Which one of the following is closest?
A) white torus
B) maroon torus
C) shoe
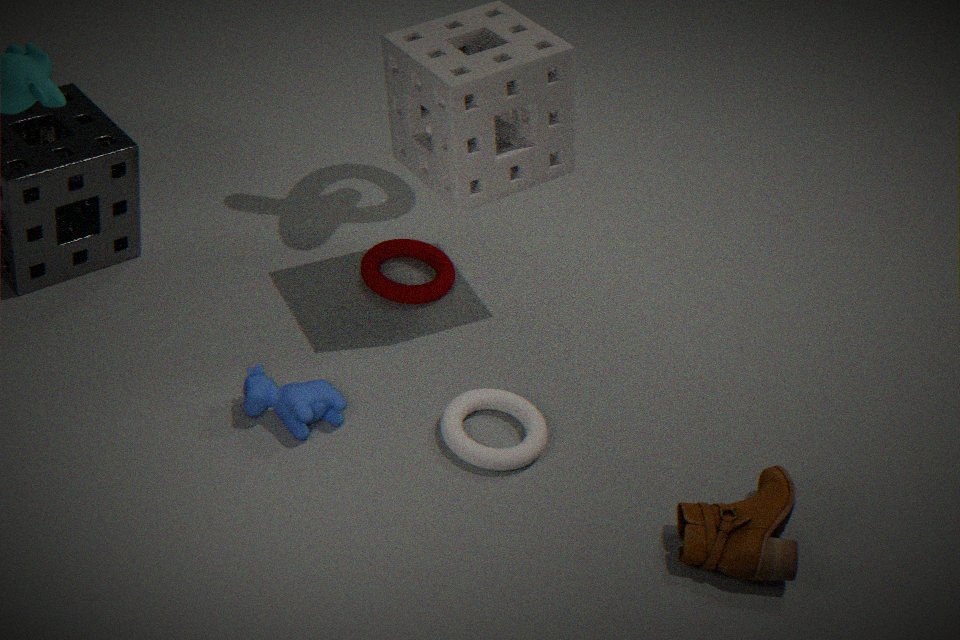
shoe
